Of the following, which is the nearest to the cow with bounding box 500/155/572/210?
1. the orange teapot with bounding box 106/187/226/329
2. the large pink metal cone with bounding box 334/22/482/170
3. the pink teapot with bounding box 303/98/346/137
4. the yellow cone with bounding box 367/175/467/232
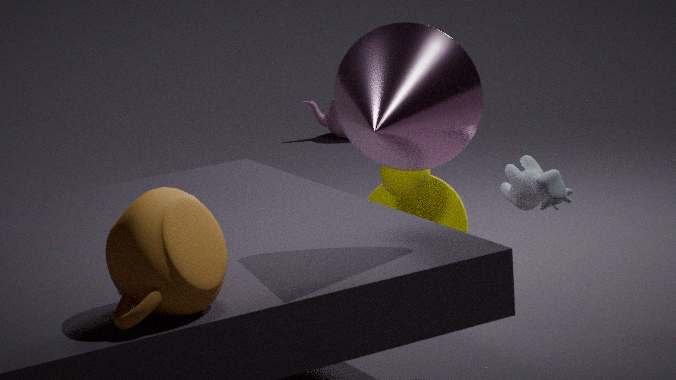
the large pink metal cone with bounding box 334/22/482/170
